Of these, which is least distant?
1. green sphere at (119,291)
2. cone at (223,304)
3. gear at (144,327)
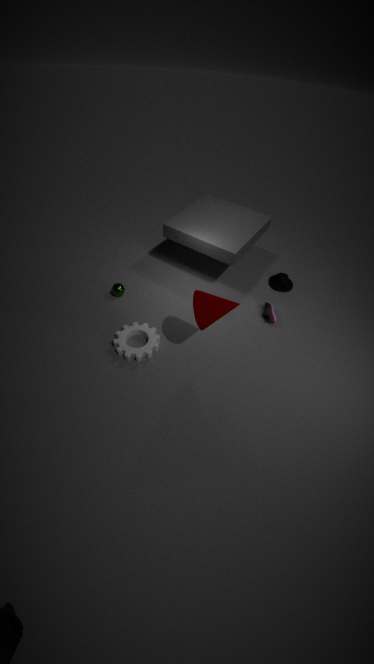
cone at (223,304)
